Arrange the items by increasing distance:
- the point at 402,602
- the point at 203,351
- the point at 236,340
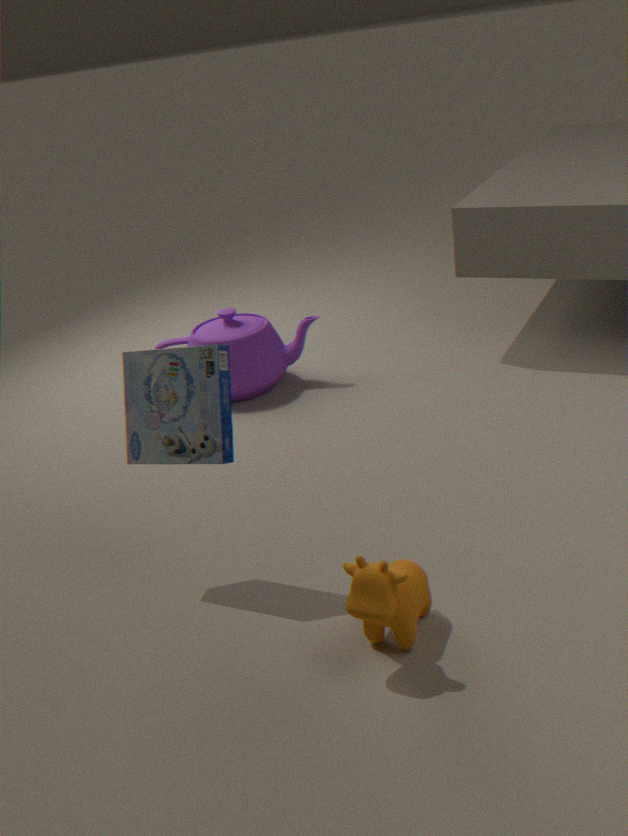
the point at 402,602 < the point at 203,351 < the point at 236,340
